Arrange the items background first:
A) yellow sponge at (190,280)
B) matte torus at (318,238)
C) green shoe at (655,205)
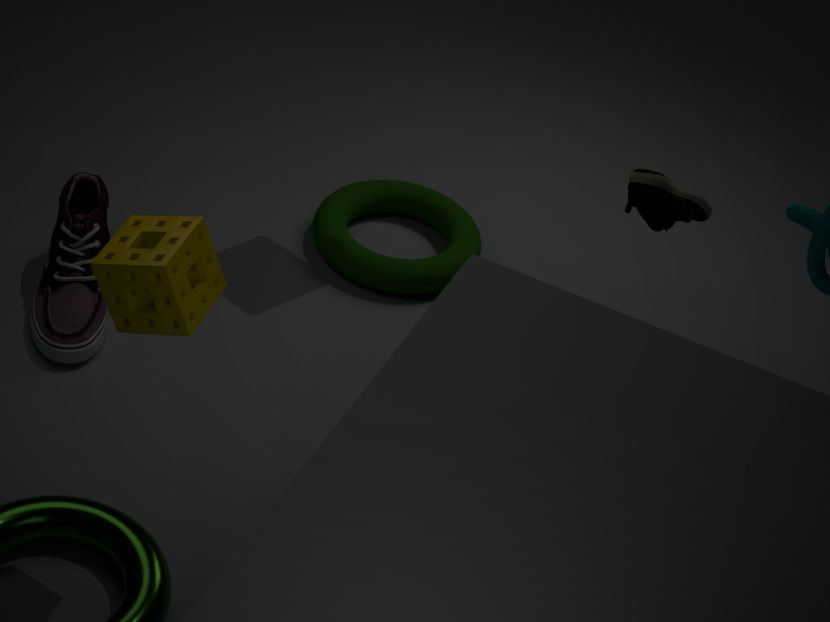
matte torus at (318,238) < green shoe at (655,205) < yellow sponge at (190,280)
